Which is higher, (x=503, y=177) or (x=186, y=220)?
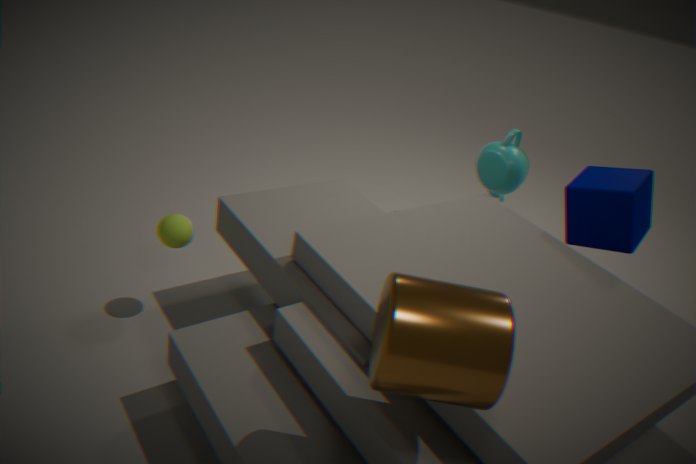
(x=503, y=177)
